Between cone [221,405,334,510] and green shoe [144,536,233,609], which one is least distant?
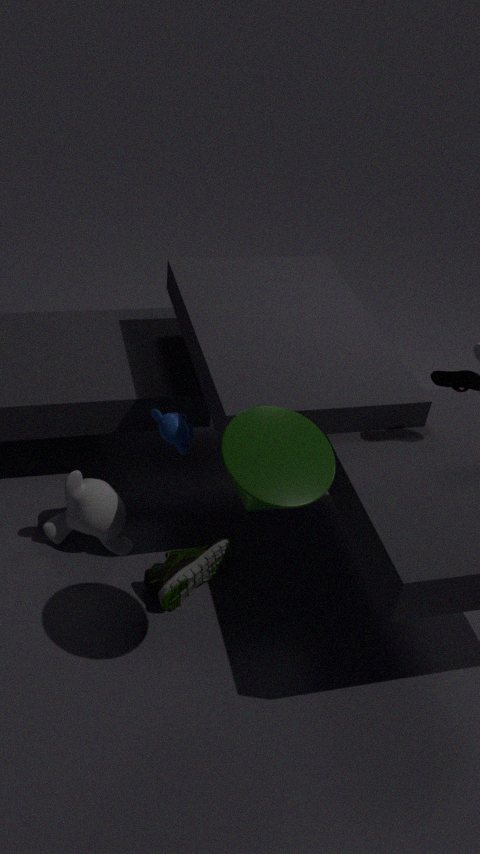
cone [221,405,334,510]
